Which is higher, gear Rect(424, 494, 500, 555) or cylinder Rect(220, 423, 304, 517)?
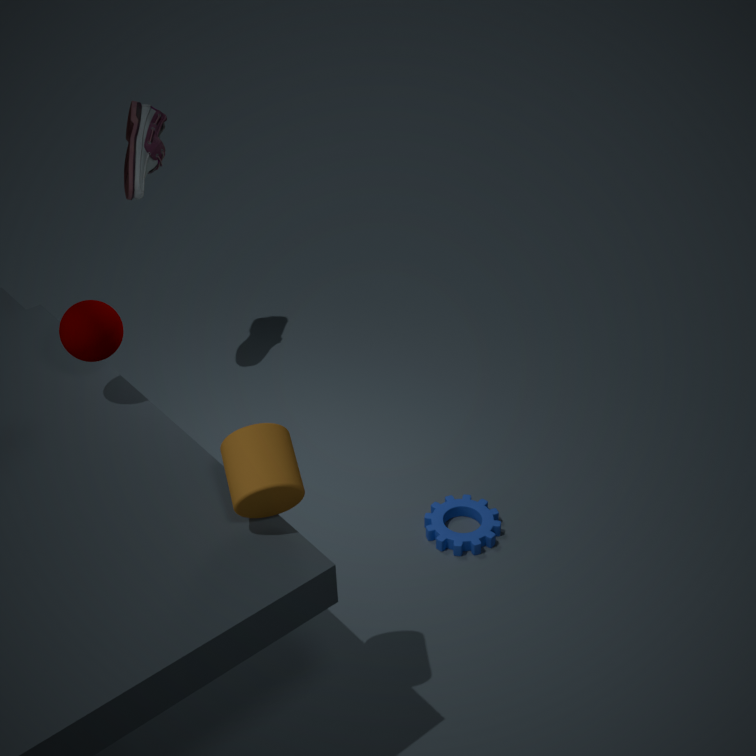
cylinder Rect(220, 423, 304, 517)
